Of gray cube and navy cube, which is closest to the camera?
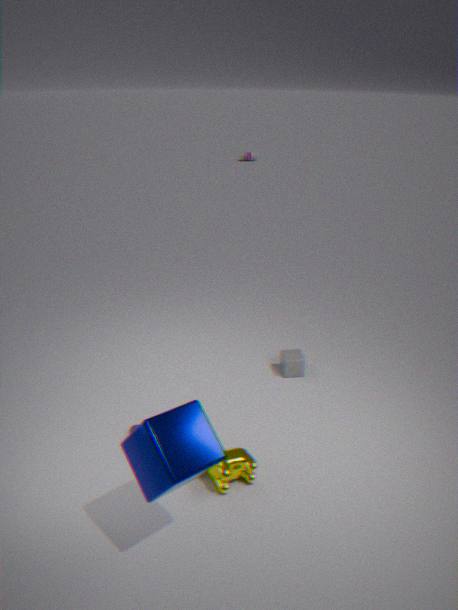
navy cube
